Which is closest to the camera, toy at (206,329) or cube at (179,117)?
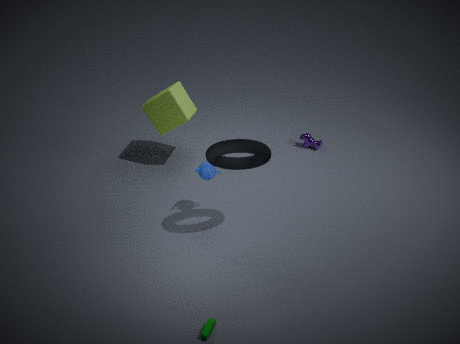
toy at (206,329)
